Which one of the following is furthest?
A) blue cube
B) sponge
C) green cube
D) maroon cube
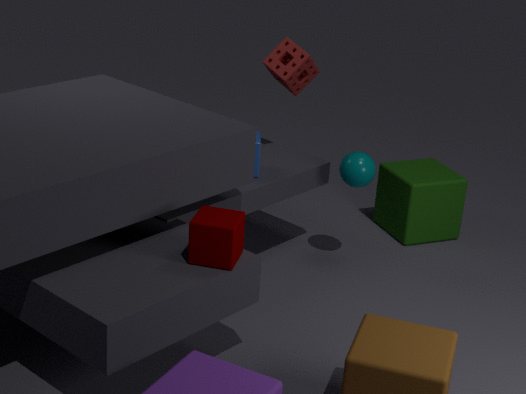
green cube
